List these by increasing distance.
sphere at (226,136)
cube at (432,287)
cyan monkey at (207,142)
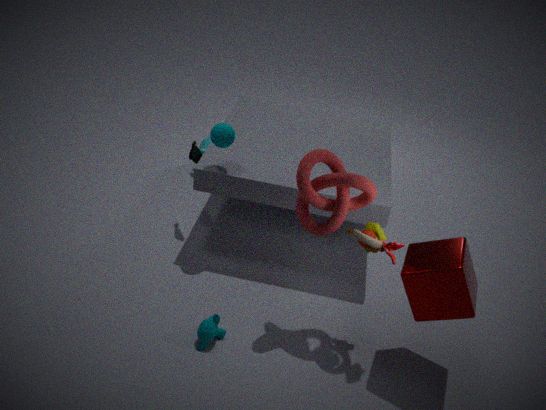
1. cube at (432,287)
2. sphere at (226,136)
3. cyan monkey at (207,142)
